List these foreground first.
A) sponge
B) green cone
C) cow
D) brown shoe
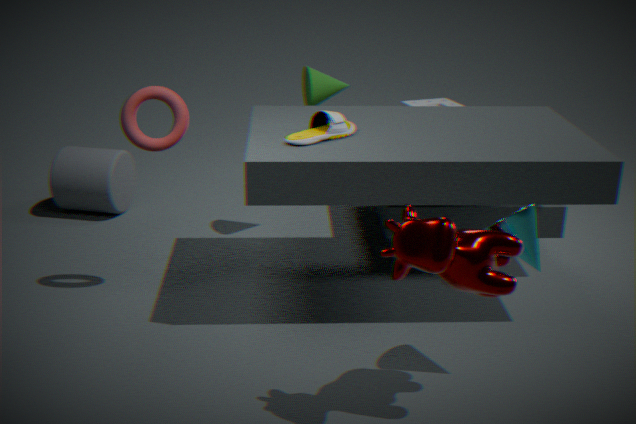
cow, brown shoe, green cone, sponge
